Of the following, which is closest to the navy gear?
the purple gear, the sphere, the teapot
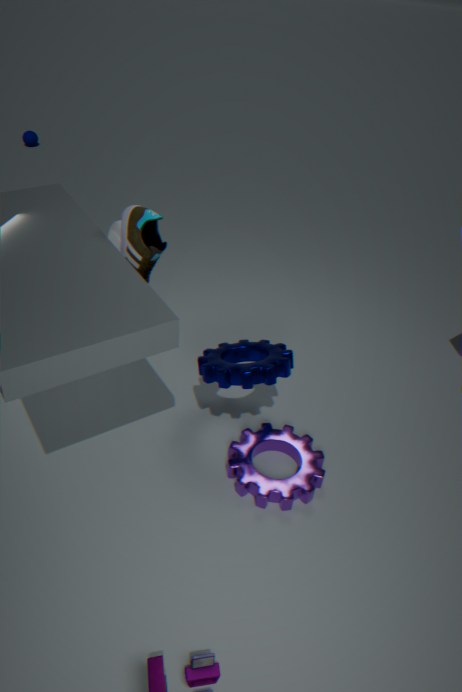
the purple gear
